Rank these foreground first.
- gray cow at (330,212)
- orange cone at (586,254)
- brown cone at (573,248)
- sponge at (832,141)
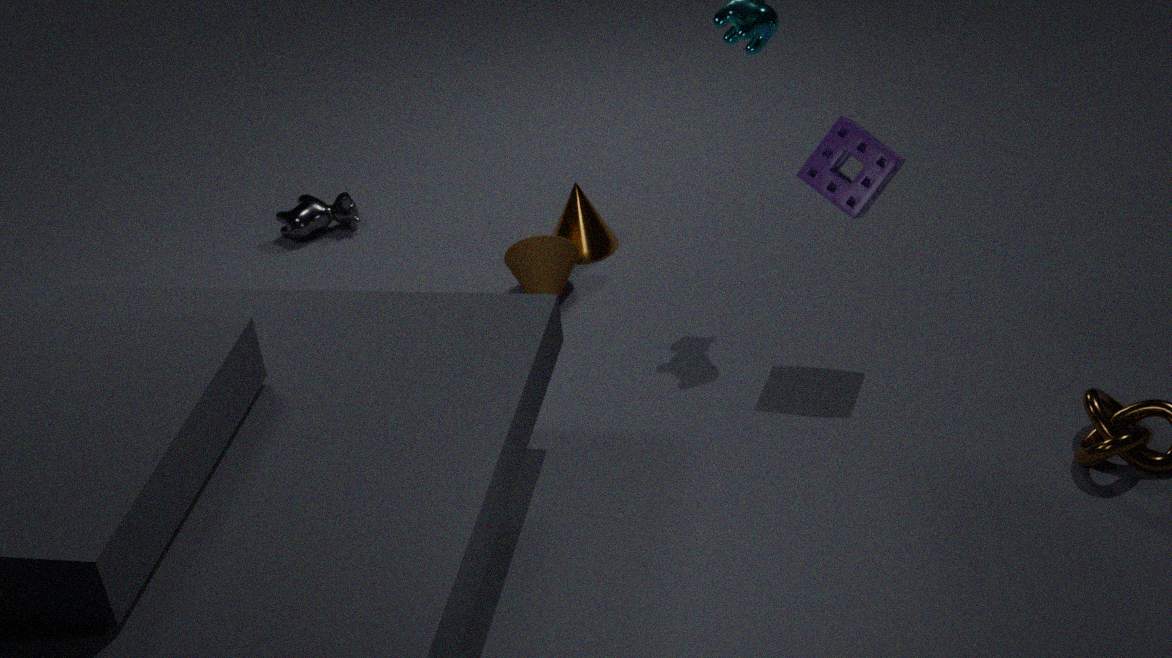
sponge at (832,141), brown cone at (573,248), orange cone at (586,254), gray cow at (330,212)
